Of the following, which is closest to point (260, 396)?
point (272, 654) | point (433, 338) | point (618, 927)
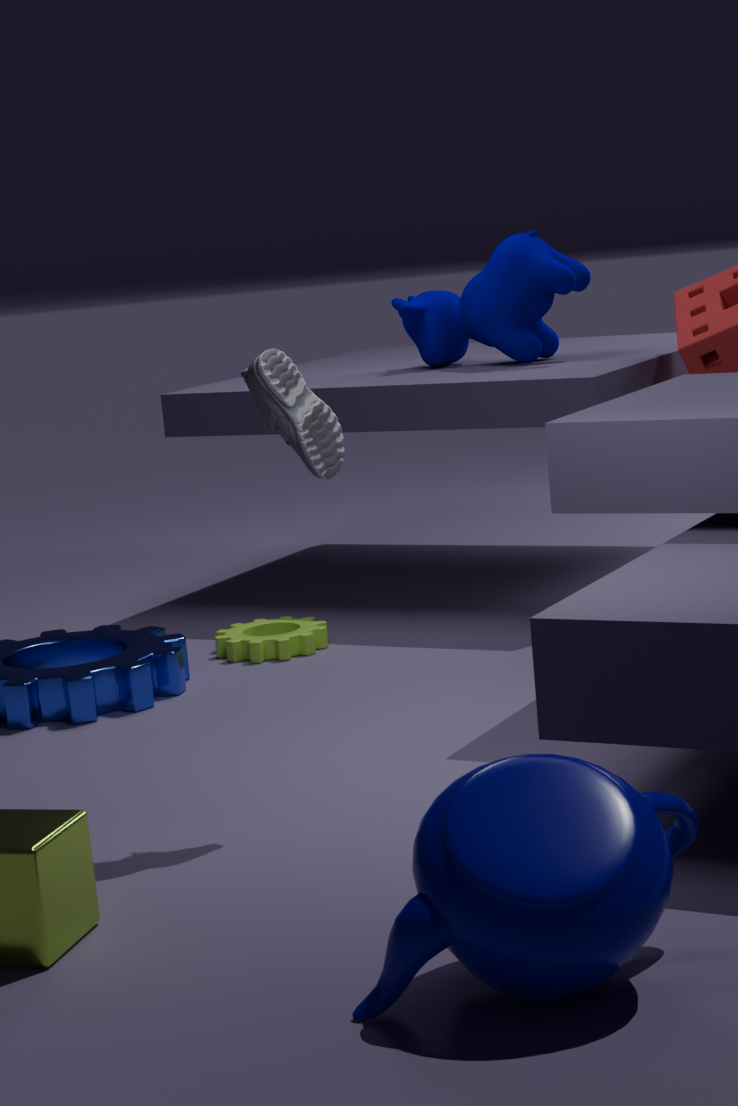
point (618, 927)
